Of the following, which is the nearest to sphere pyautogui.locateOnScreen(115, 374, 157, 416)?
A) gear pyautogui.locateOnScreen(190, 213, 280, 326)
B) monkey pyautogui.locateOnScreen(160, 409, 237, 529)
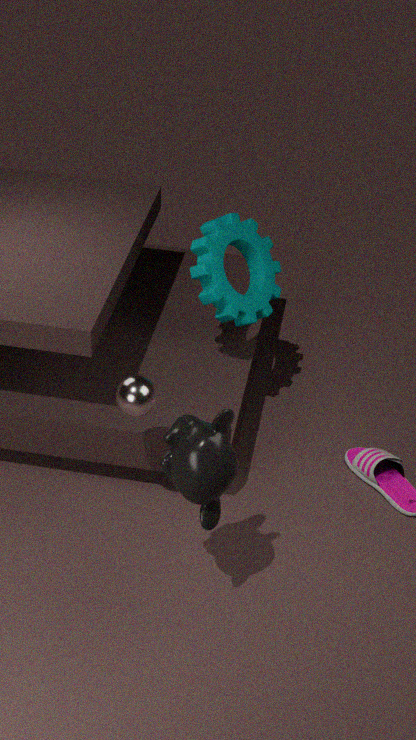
monkey pyautogui.locateOnScreen(160, 409, 237, 529)
